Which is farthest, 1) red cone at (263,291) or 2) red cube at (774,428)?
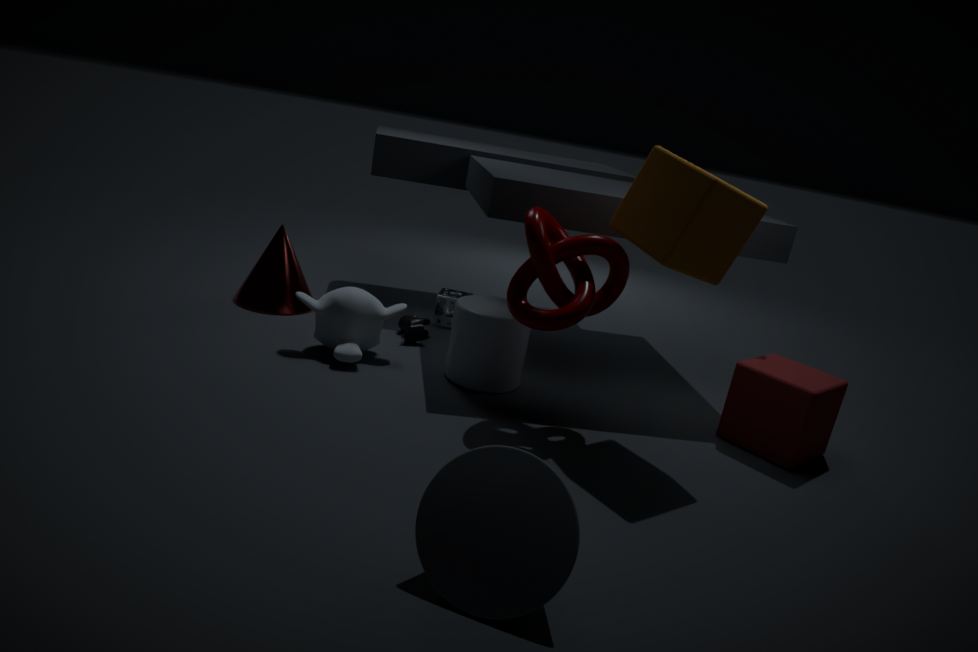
1. red cone at (263,291)
